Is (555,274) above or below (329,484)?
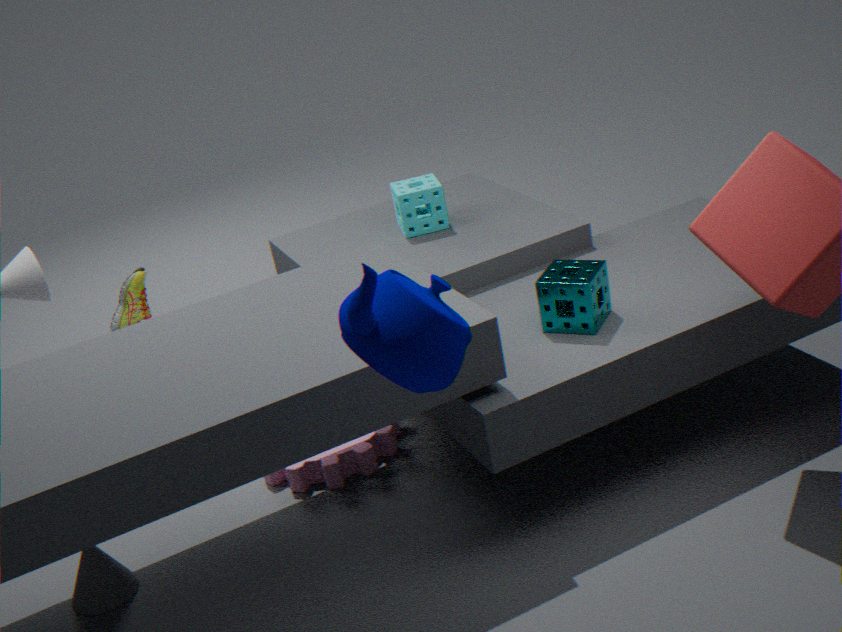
above
